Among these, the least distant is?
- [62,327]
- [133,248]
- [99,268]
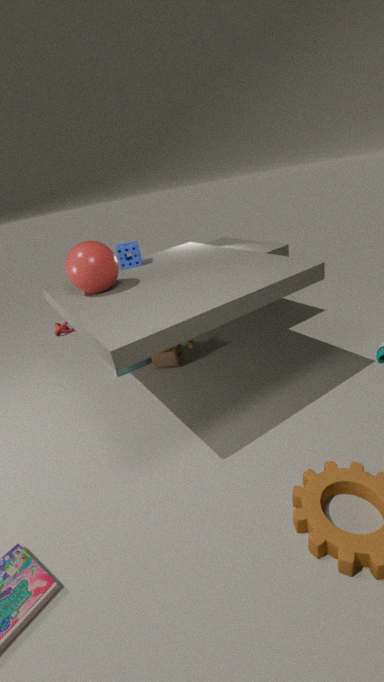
[99,268]
